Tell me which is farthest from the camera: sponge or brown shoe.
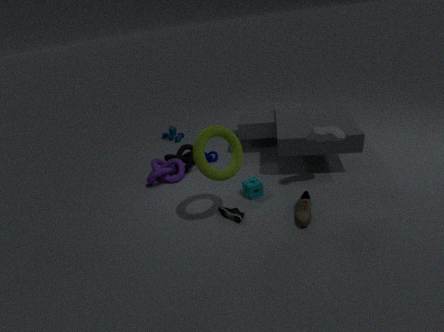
sponge
